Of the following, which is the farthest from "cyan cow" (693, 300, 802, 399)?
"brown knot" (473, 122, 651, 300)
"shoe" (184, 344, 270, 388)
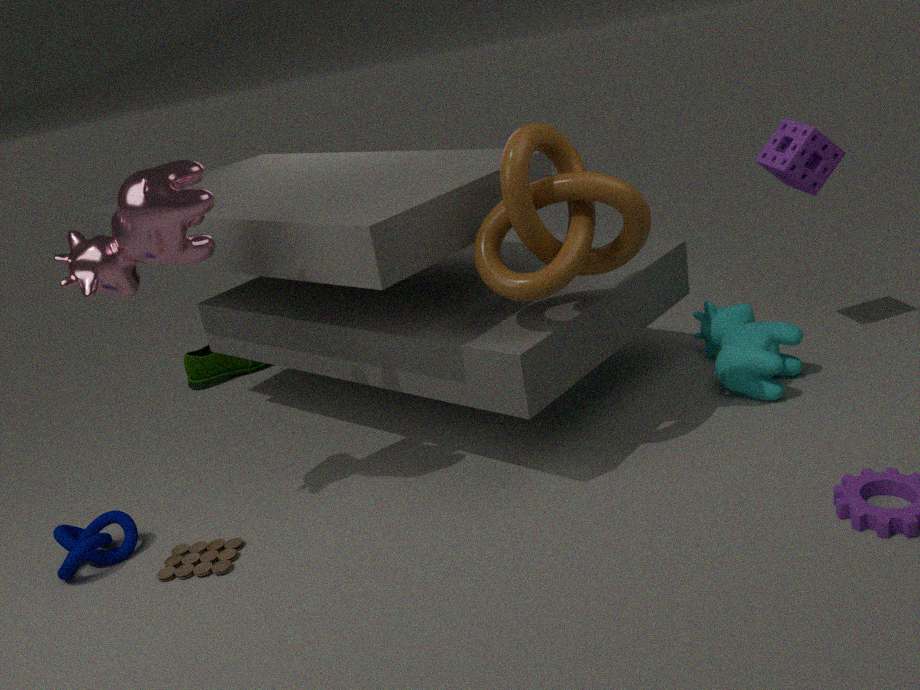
"shoe" (184, 344, 270, 388)
